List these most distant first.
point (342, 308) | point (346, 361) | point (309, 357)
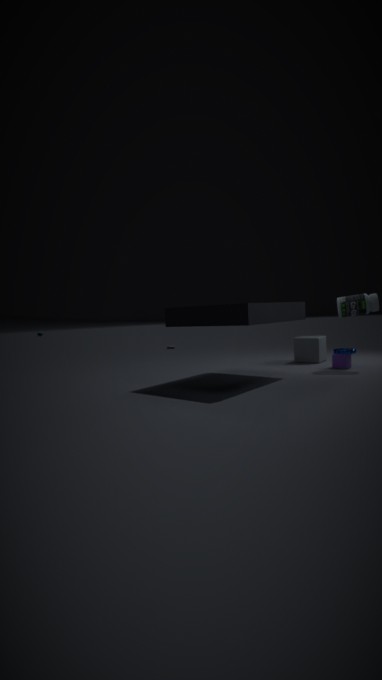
point (309, 357)
point (346, 361)
point (342, 308)
